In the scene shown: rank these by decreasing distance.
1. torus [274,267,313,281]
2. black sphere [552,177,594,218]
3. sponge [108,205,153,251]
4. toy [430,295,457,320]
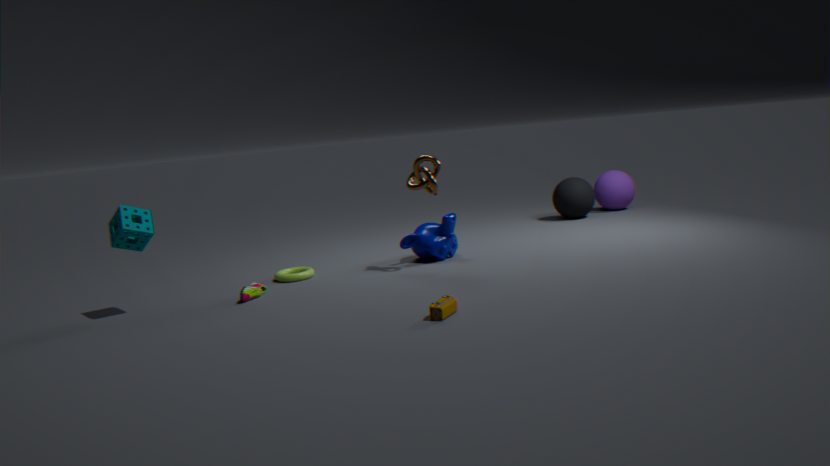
black sphere [552,177,594,218]
torus [274,267,313,281]
sponge [108,205,153,251]
toy [430,295,457,320]
